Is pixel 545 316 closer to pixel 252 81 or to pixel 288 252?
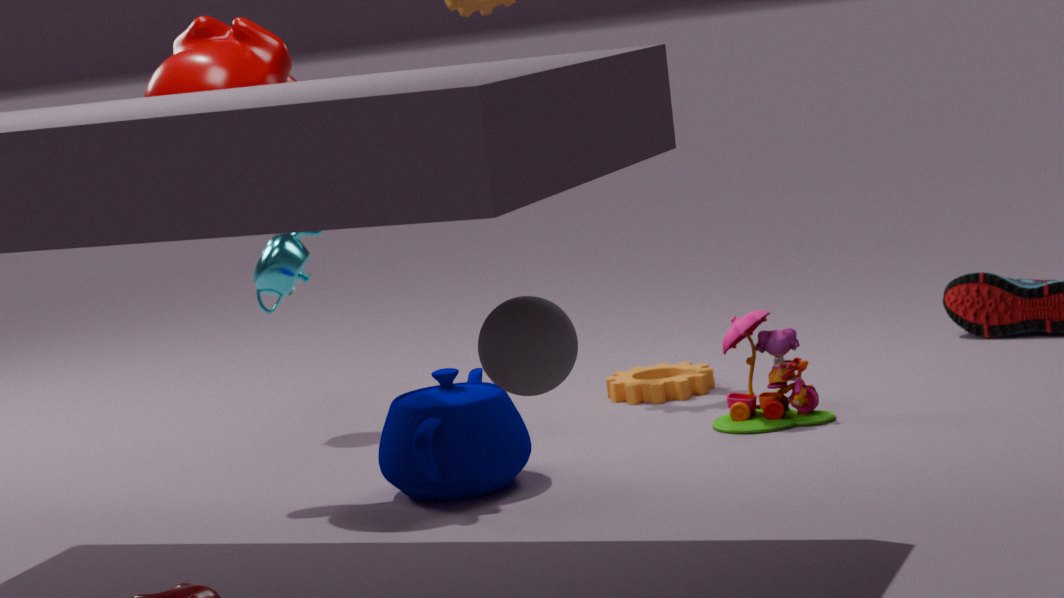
pixel 252 81
